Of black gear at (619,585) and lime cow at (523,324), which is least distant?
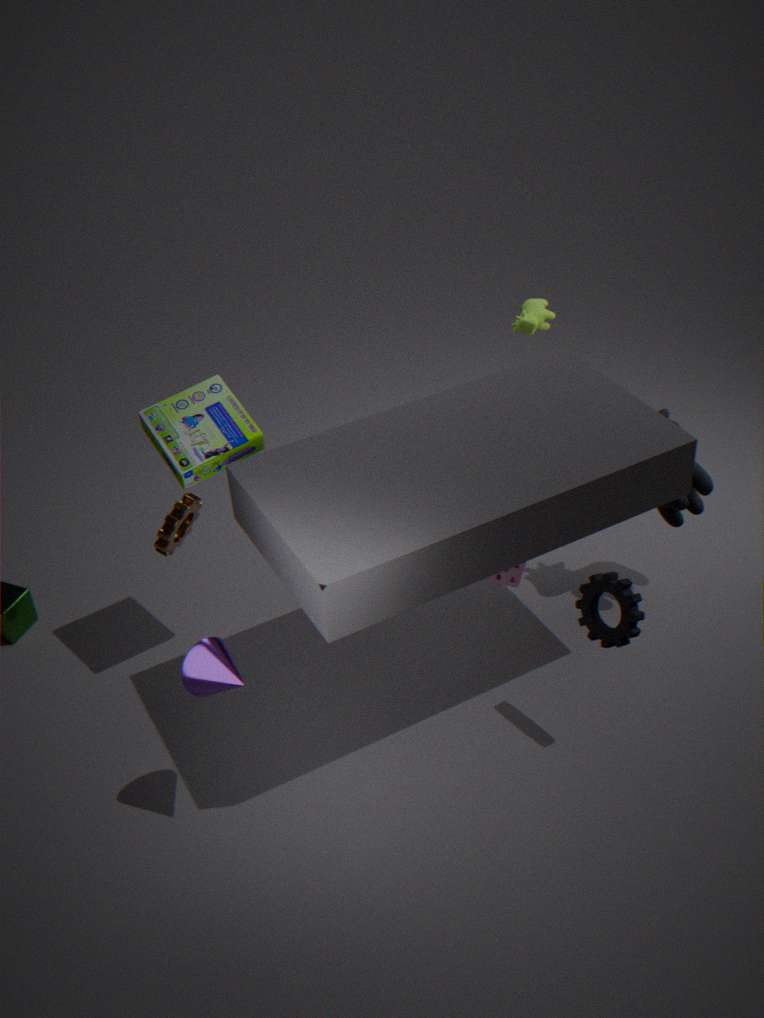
black gear at (619,585)
